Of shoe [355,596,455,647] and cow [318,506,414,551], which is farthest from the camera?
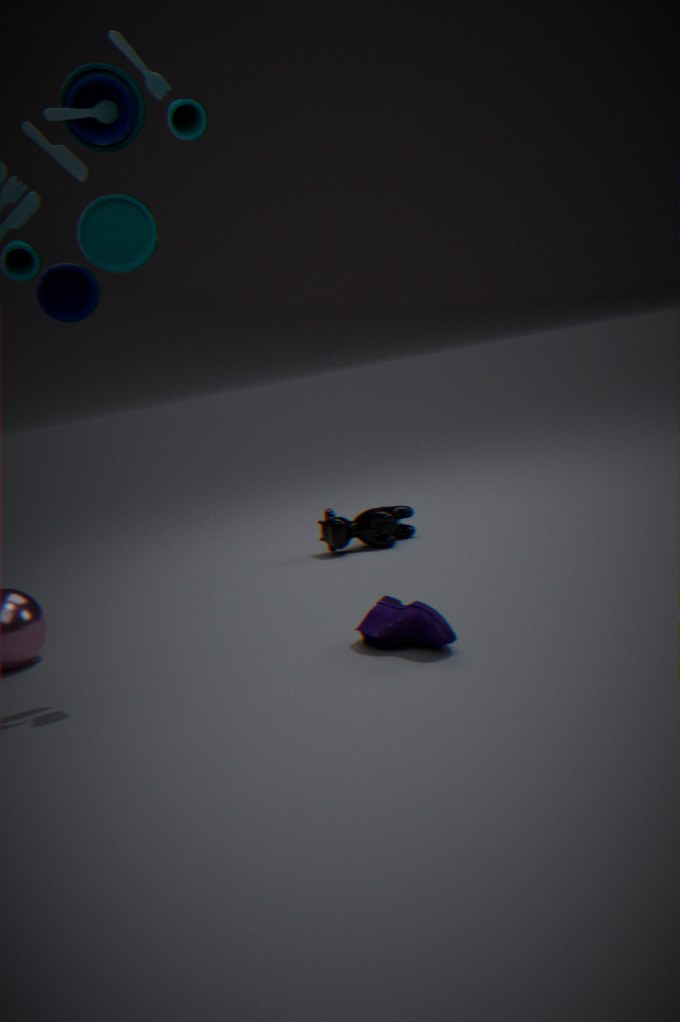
cow [318,506,414,551]
